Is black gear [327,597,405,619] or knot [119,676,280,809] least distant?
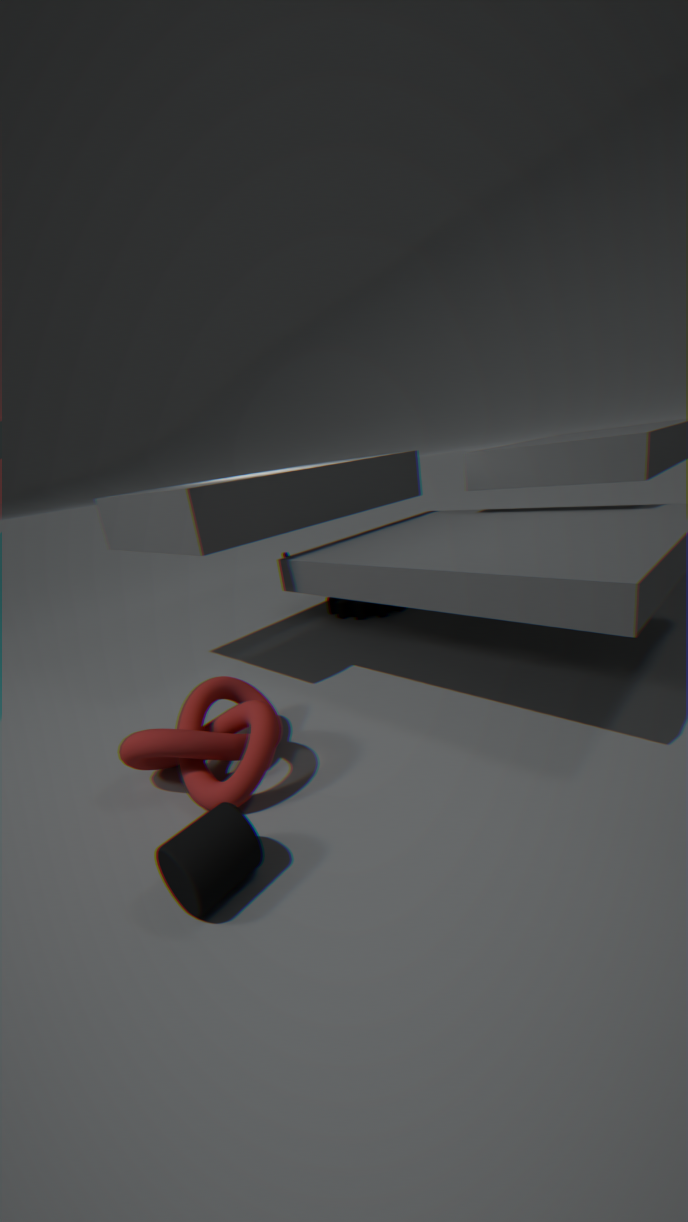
knot [119,676,280,809]
